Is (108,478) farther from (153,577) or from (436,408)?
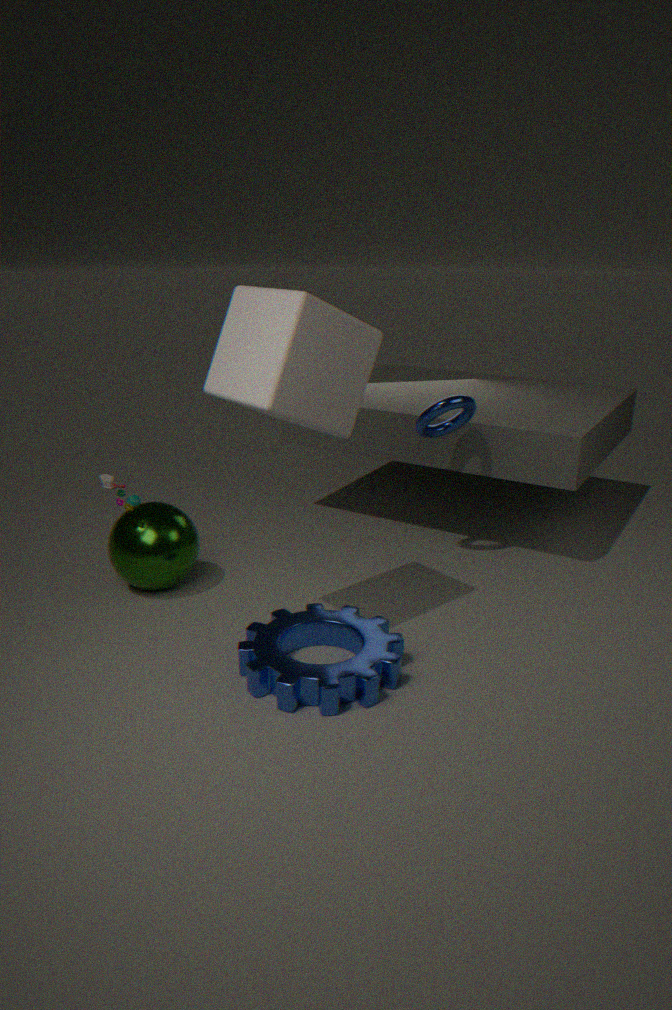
(436,408)
